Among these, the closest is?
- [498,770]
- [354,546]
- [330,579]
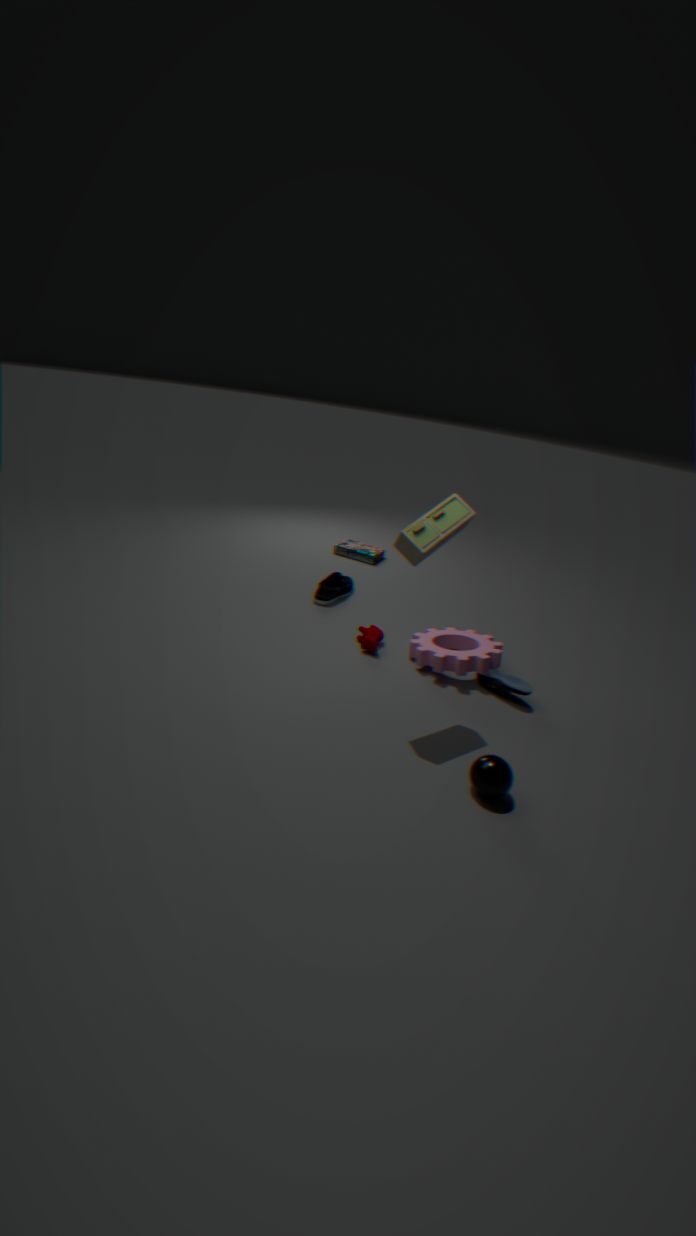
[498,770]
